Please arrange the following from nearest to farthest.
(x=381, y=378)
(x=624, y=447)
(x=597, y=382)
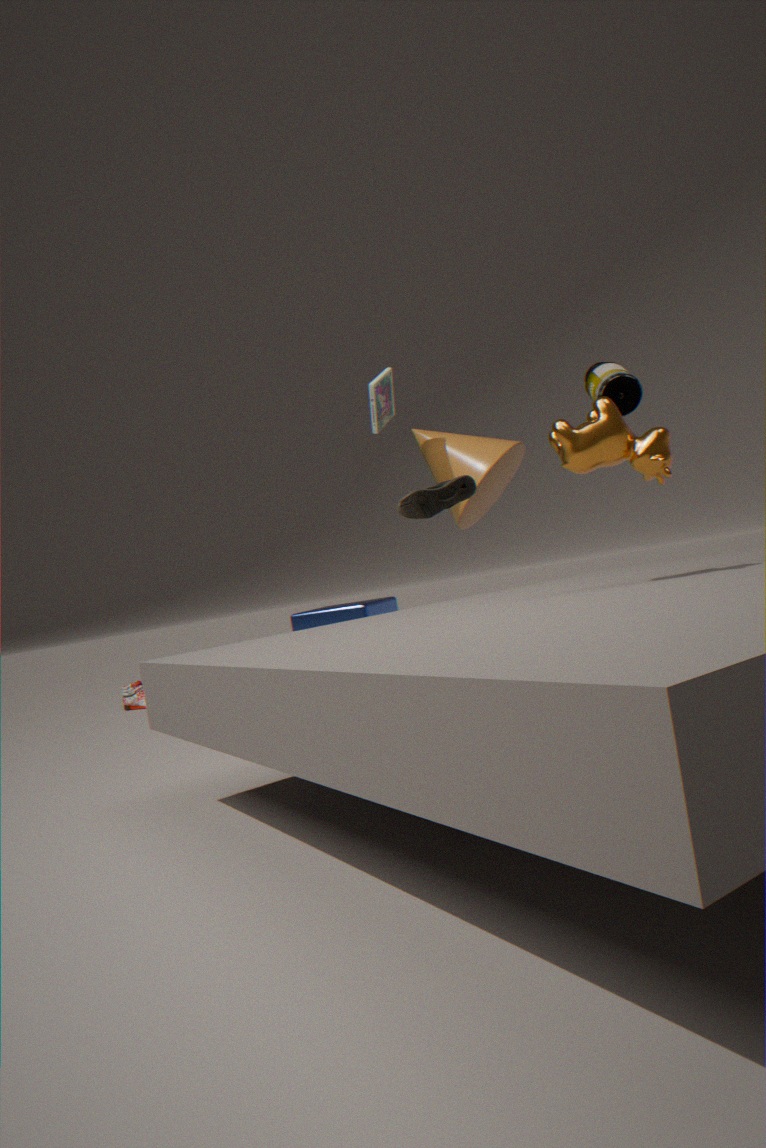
(x=624, y=447) → (x=597, y=382) → (x=381, y=378)
